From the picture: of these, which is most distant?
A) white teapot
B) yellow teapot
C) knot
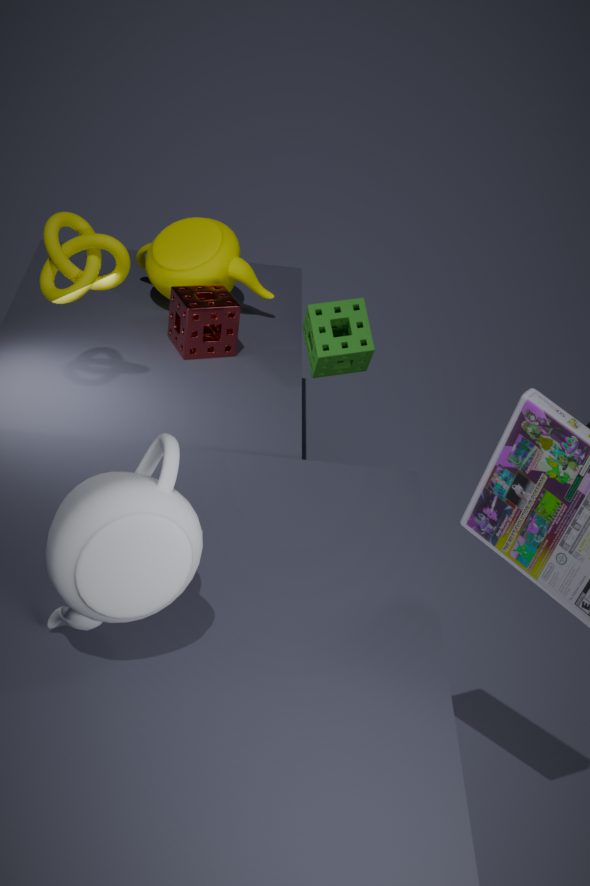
yellow teapot
